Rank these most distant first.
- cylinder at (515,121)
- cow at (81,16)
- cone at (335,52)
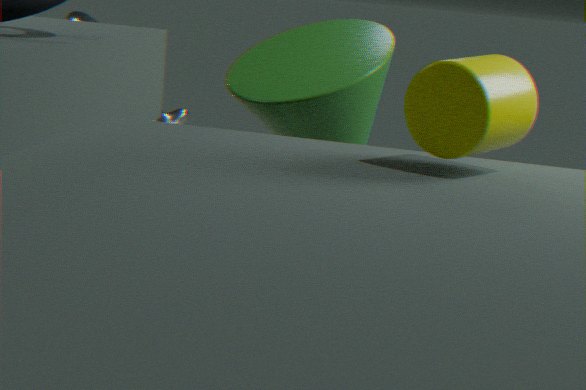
cow at (81,16) → cone at (335,52) → cylinder at (515,121)
